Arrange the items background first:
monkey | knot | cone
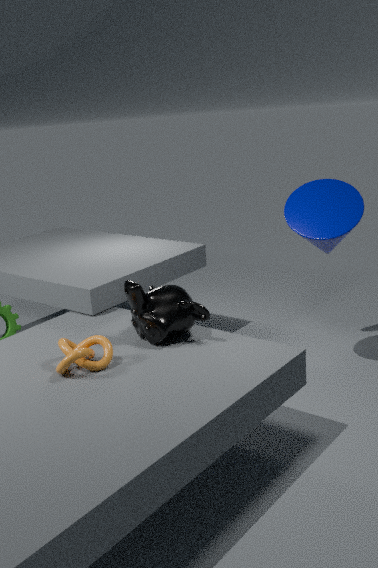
cone < monkey < knot
